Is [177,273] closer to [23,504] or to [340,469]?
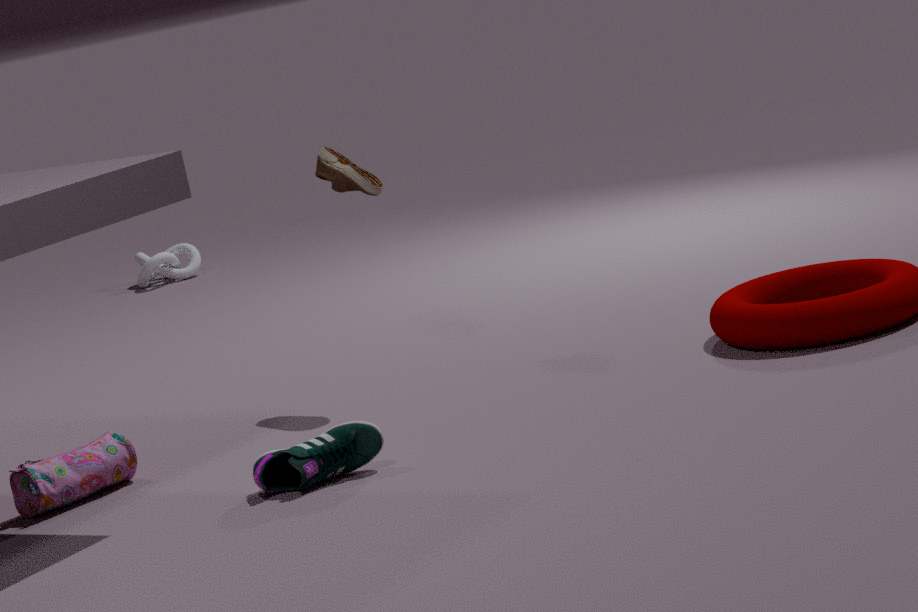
[23,504]
